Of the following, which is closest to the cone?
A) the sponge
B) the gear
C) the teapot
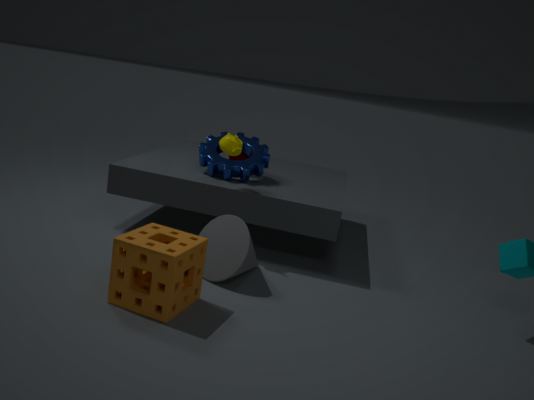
the sponge
